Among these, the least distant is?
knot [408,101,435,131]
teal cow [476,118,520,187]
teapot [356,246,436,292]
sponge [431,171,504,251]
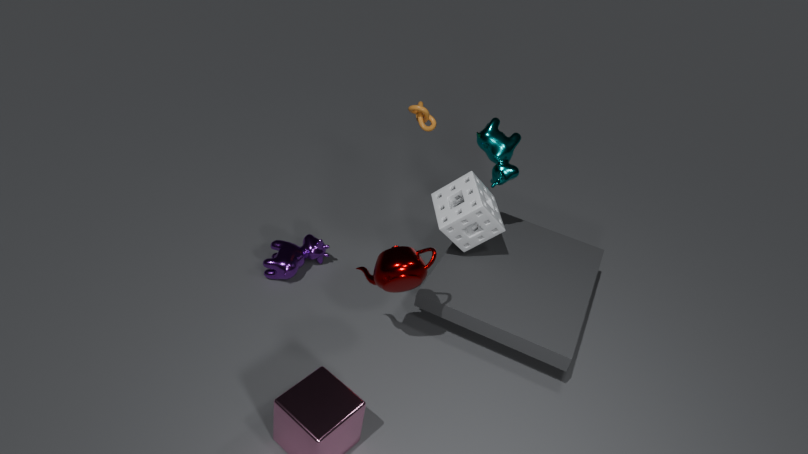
teapot [356,246,436,292]
